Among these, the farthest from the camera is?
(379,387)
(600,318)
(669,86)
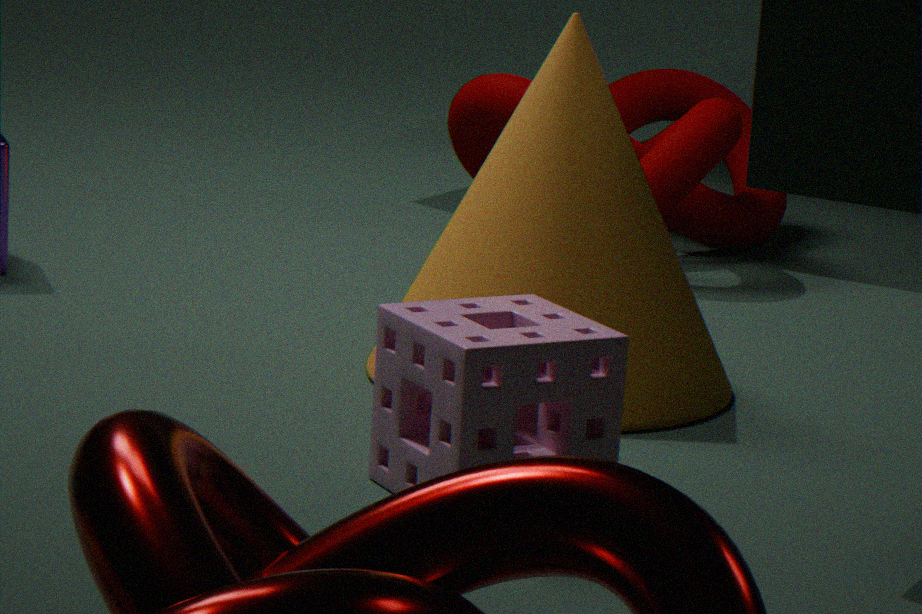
(669,86)
